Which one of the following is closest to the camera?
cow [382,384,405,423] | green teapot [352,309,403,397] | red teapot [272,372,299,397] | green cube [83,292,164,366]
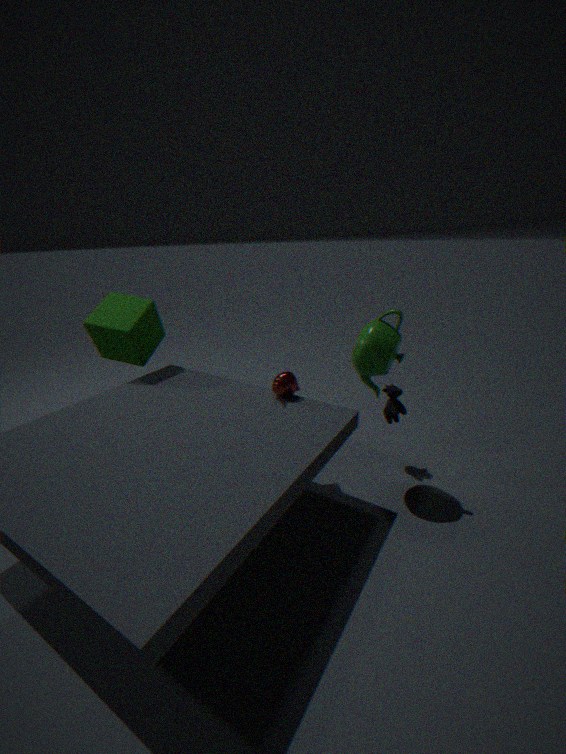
green teapot [352,309,403,397]
